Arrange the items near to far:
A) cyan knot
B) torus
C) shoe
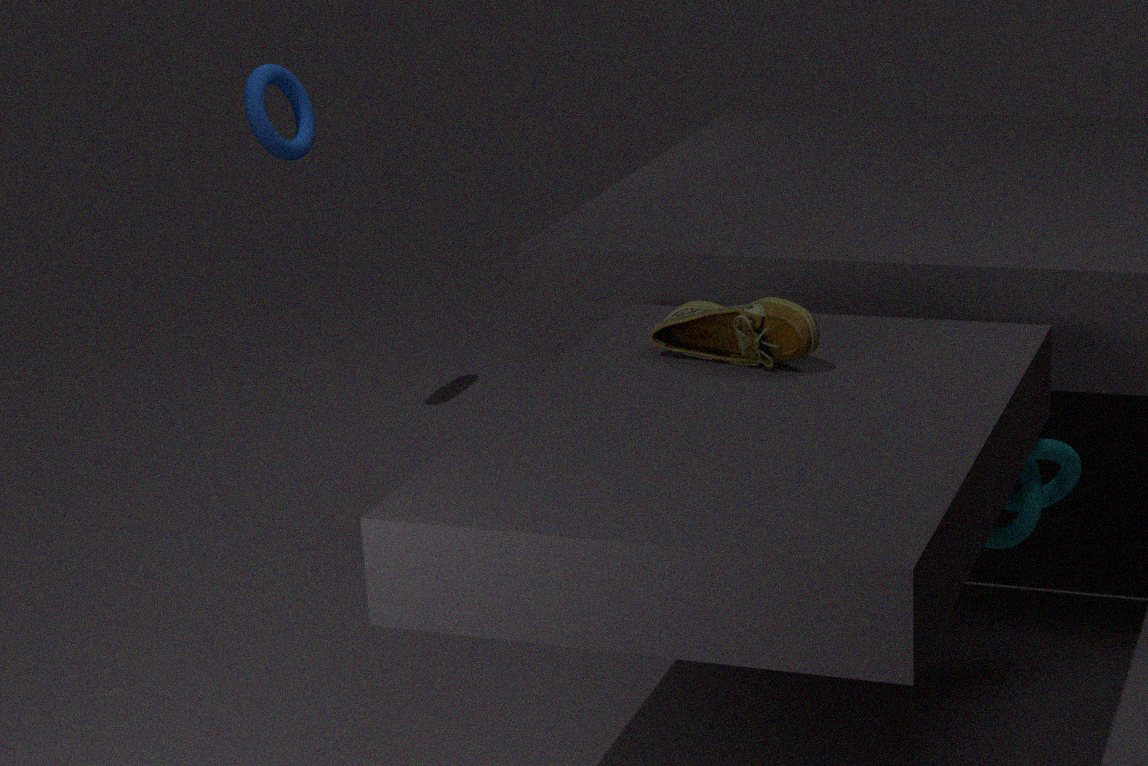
Result: shoe, cyan knot, torus
